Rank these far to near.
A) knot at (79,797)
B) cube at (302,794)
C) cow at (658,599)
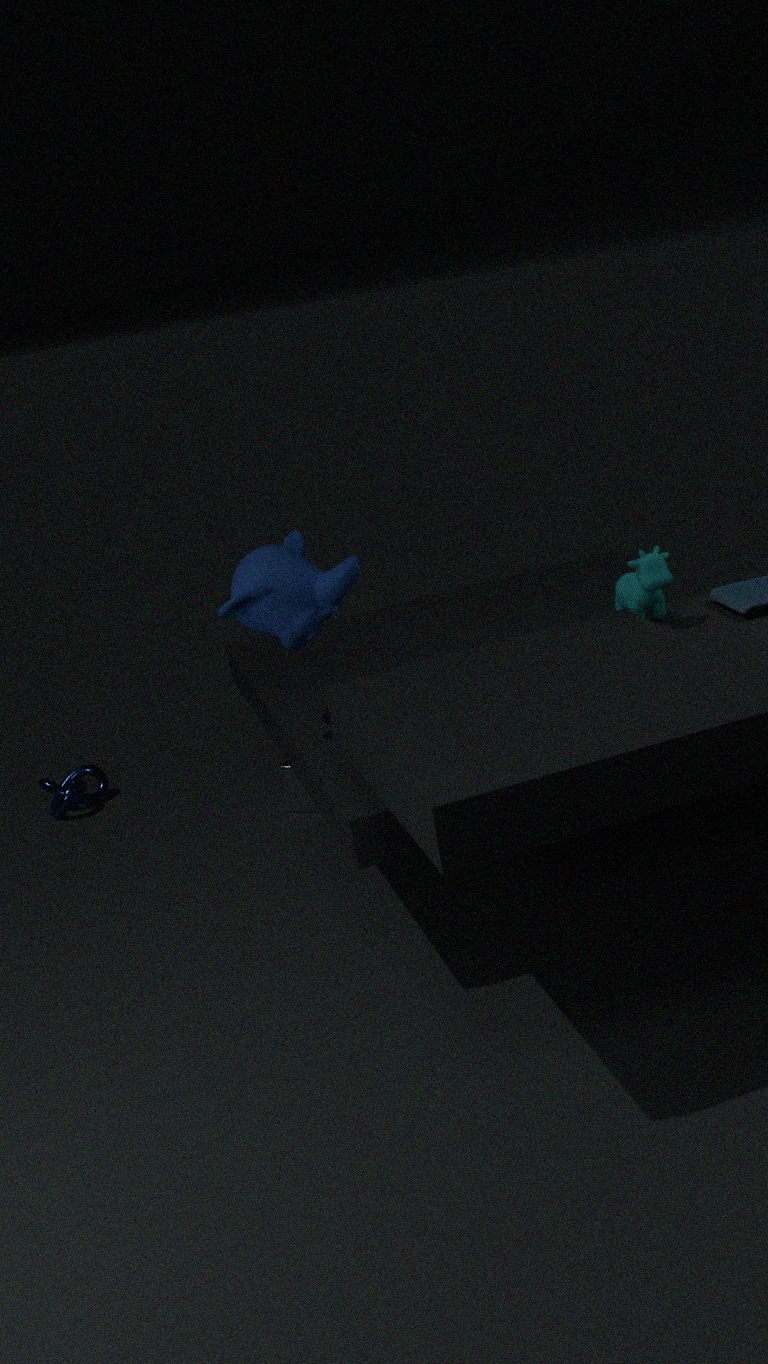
1. knot at (79,797)
2. cube at (302,794)
3. cow at (658,599)
